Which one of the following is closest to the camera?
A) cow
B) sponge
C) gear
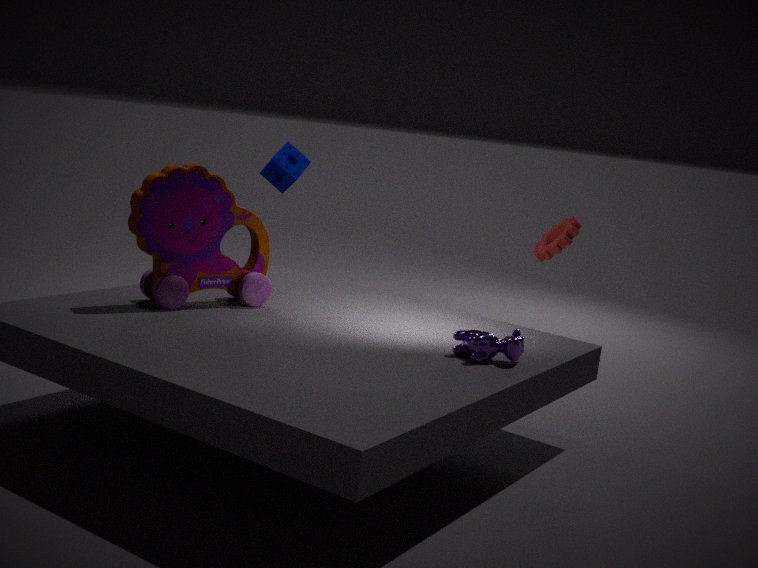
cow
